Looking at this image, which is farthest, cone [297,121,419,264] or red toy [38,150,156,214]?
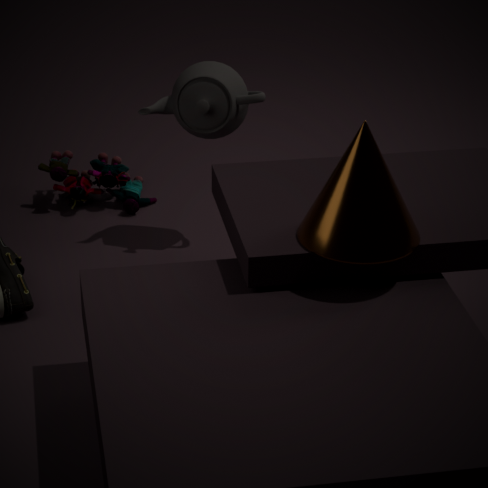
red toy [38,150,156,214]
